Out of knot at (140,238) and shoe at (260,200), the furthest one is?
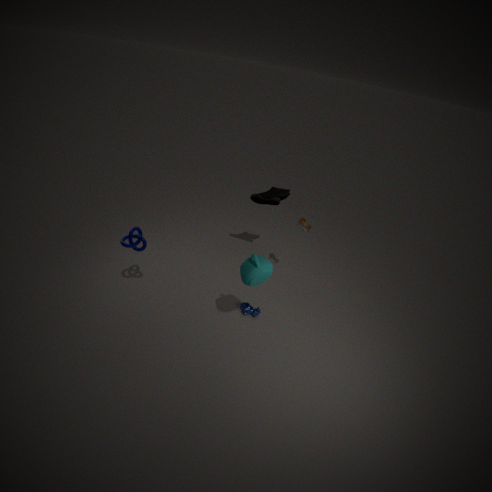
→ shoe at (260,200)
